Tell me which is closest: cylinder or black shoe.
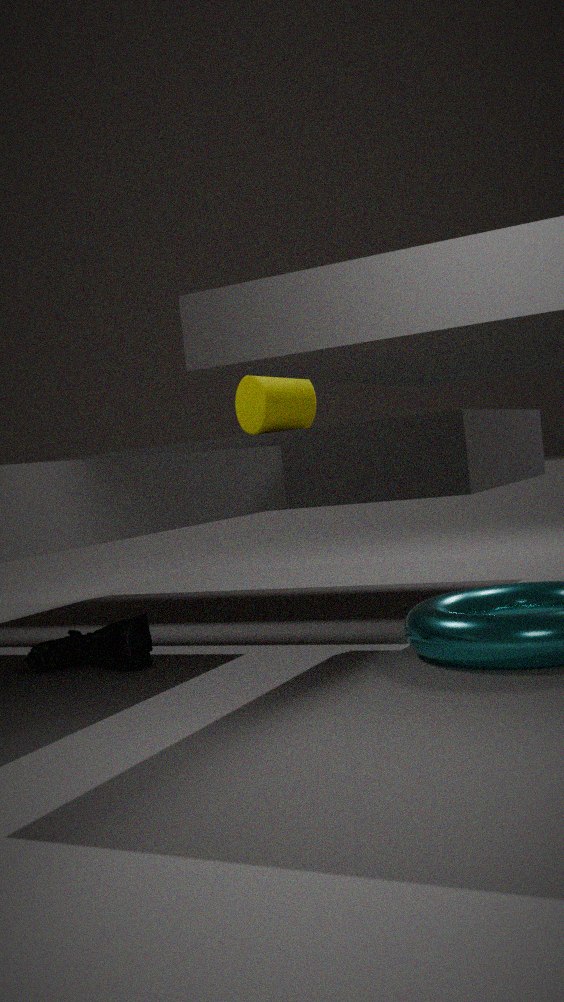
black shoe
